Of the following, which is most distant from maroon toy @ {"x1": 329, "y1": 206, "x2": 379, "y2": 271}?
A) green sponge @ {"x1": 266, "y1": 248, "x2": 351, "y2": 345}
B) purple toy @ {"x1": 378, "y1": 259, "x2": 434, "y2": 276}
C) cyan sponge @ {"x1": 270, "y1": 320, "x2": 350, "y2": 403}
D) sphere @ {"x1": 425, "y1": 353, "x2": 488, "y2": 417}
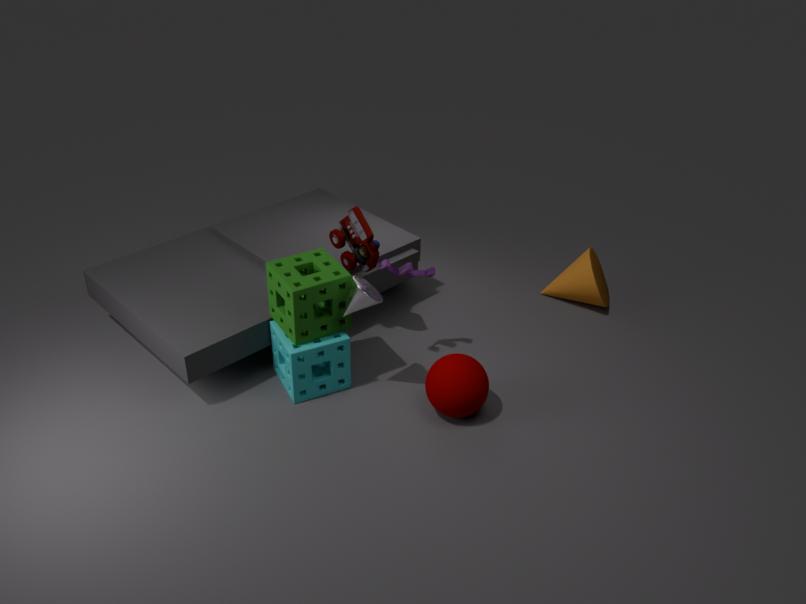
sphere @ {"x1": 425, "y1": 353, "x2": 488, "y2": 417}
